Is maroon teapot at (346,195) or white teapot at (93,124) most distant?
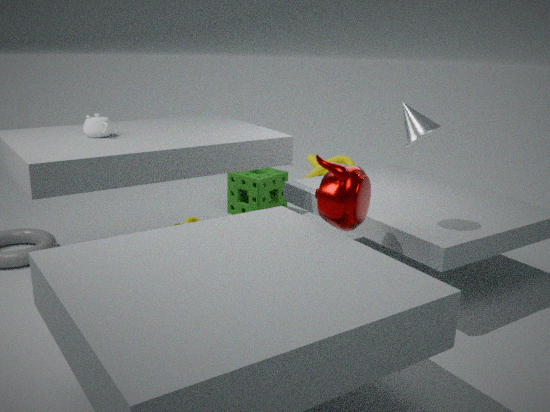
white teapot at (93,124)
